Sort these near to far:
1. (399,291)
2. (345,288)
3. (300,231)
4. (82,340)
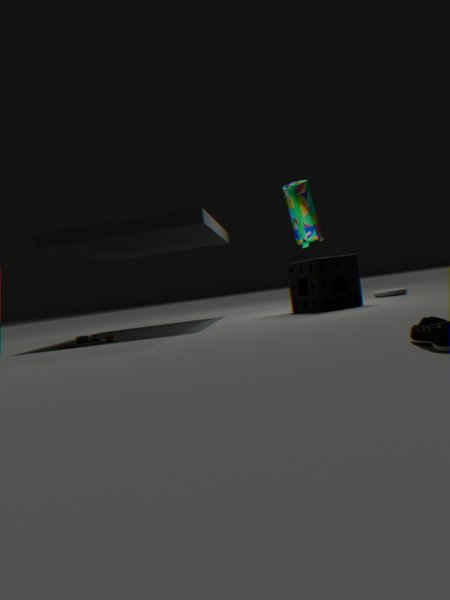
(82,340) → (345,288) → (399,291) → (300,231)
